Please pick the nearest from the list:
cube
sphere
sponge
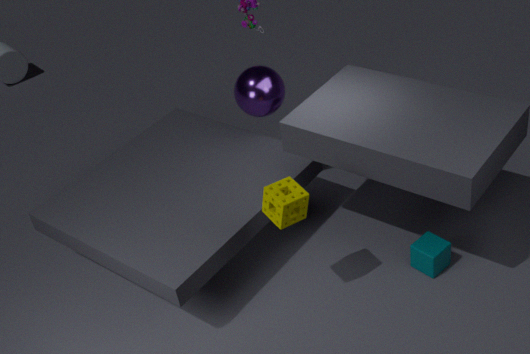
sponge
